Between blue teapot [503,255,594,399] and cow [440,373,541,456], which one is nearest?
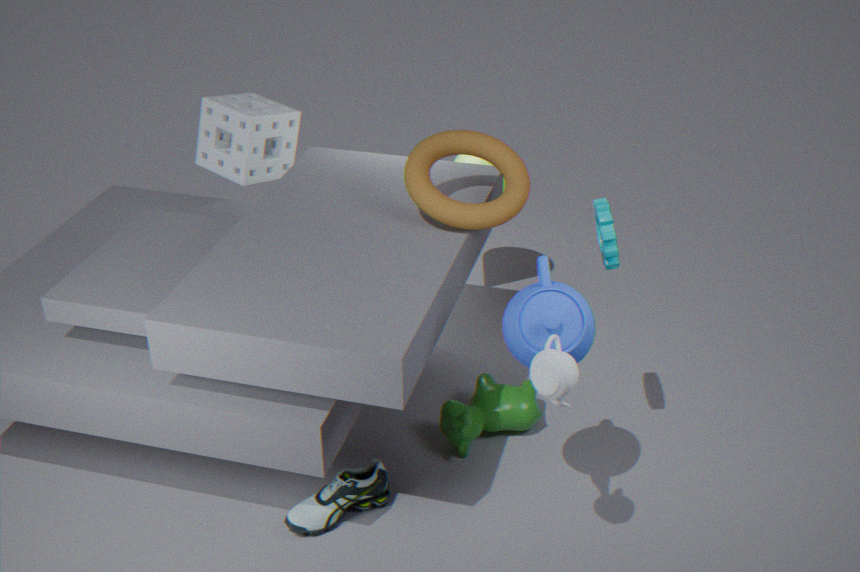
blue teapot [503,255,594,399]
